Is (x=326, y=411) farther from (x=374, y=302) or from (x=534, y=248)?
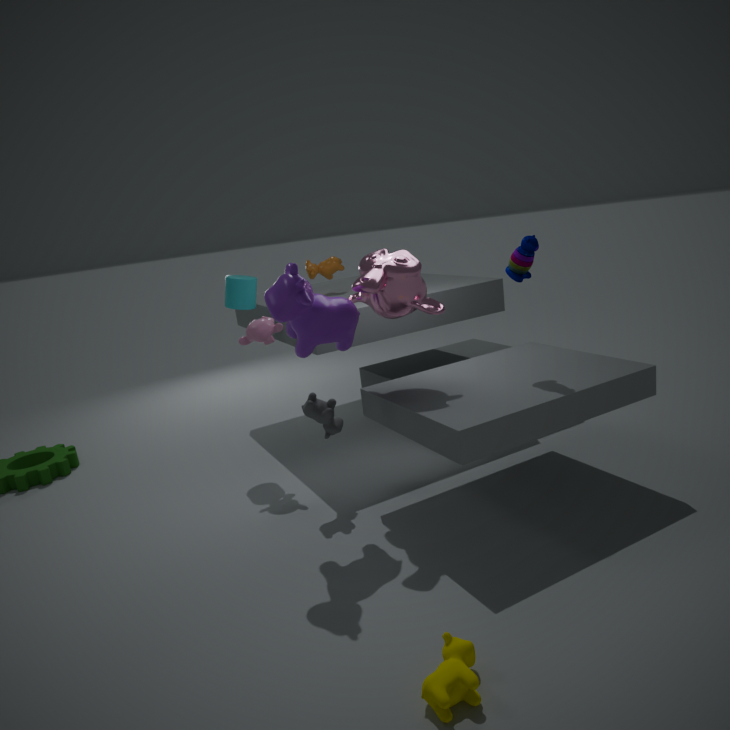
(x=534, y=248)
